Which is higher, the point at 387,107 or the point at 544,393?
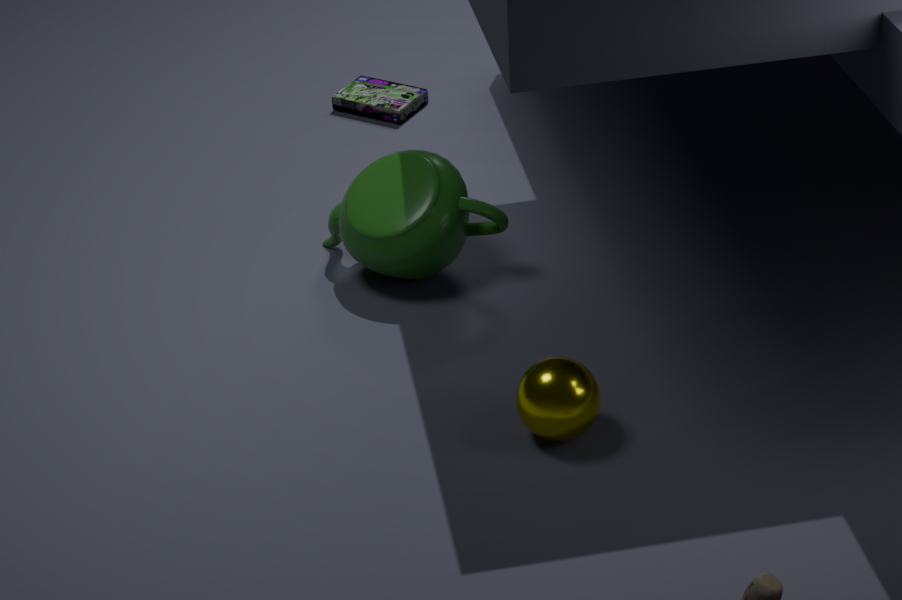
the point at 544,393
